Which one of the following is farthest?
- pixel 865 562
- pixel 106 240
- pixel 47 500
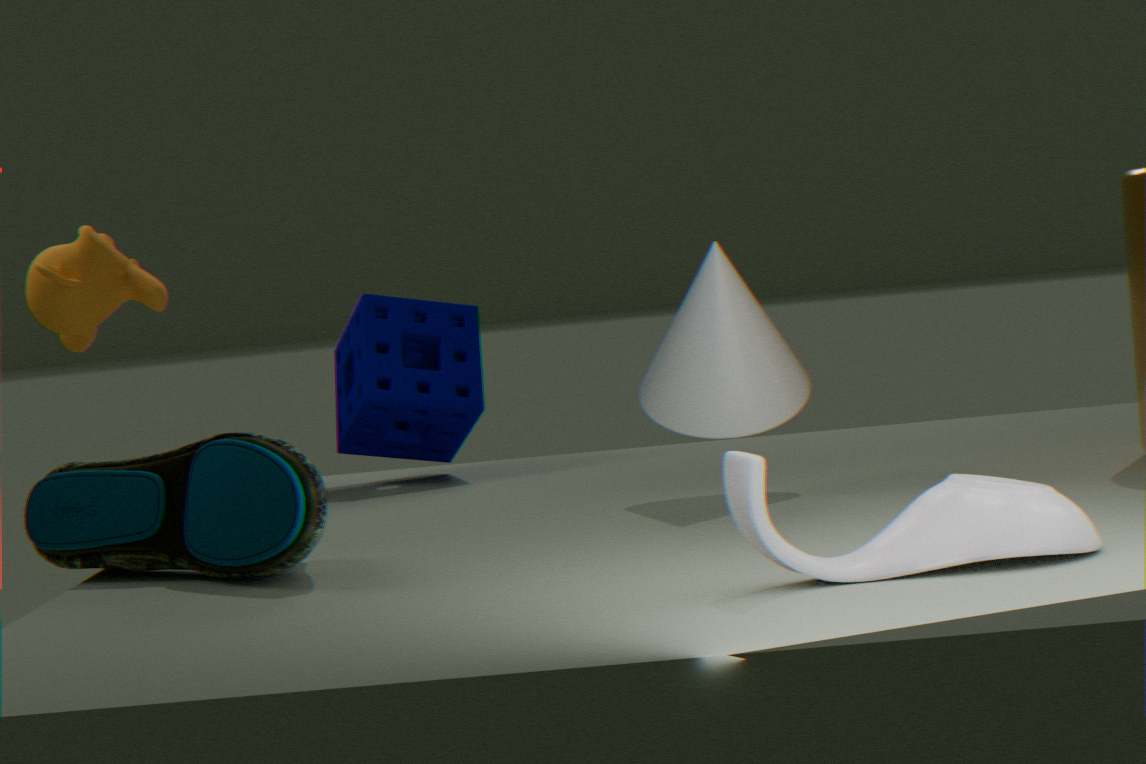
pixel 106 240
